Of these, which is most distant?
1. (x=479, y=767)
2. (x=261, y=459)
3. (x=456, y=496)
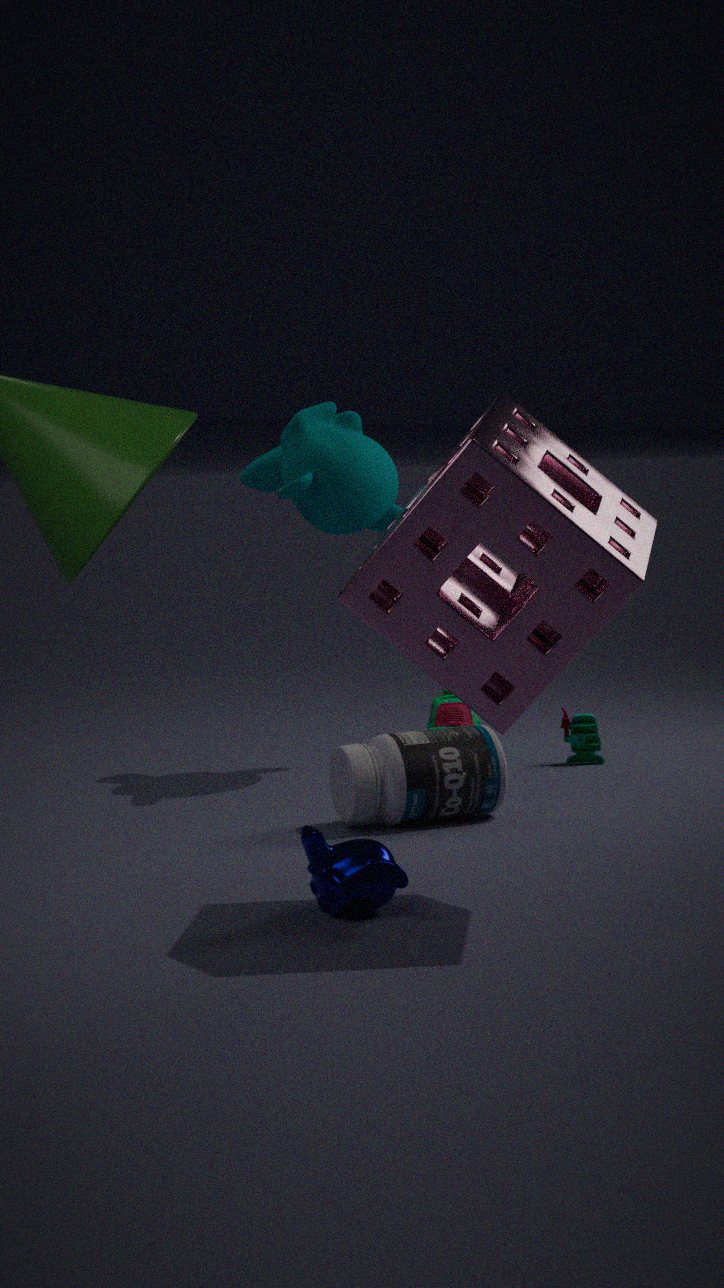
(x=261, y=459)
